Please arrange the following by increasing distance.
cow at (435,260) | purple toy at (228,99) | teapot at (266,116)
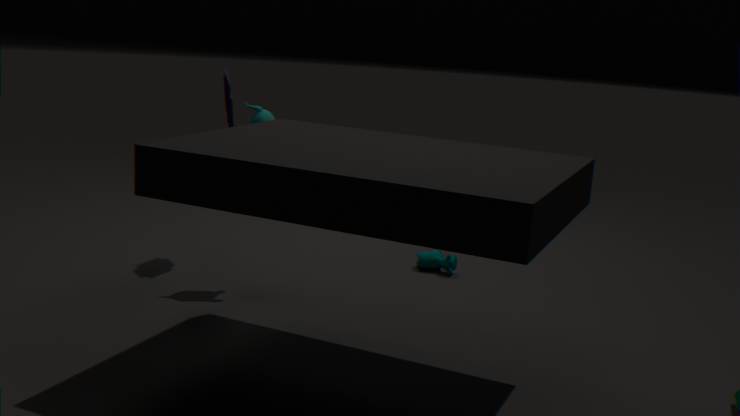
teapot at (266,116) → purple toy at (228,99) → cow at (435,260)
